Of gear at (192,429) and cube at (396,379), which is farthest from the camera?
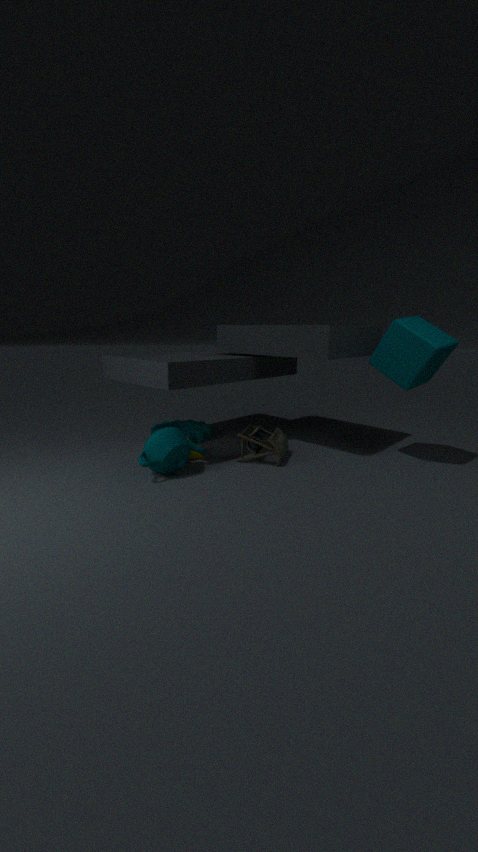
gear at (192,429)
